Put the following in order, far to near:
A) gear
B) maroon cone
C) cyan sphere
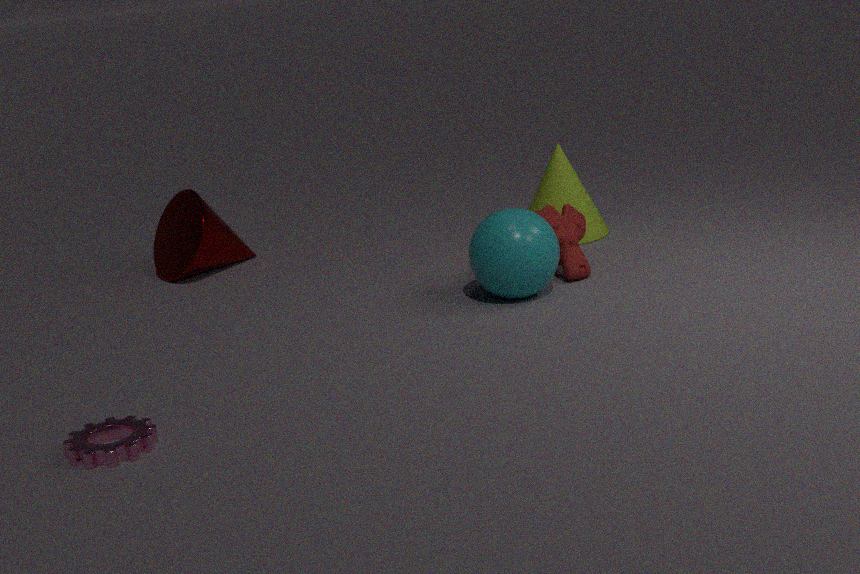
maroon cone
cyan sphere
gear
